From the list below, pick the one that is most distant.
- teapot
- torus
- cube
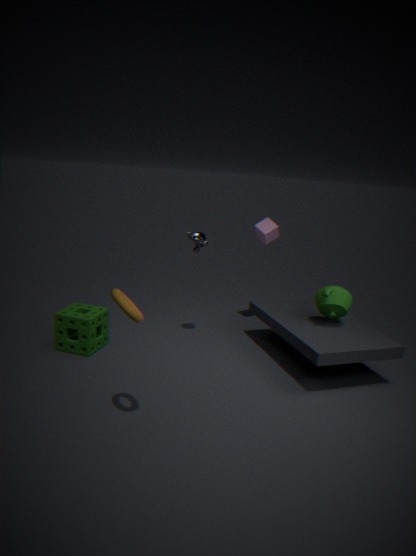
cube
